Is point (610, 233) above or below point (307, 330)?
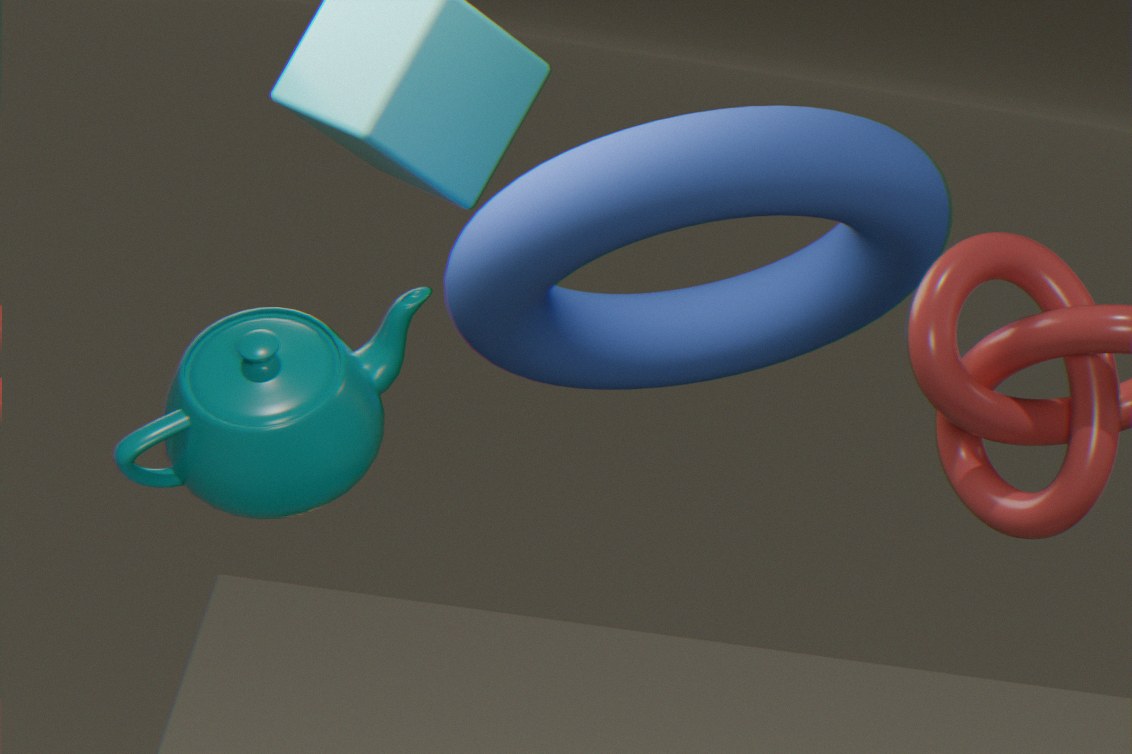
above
